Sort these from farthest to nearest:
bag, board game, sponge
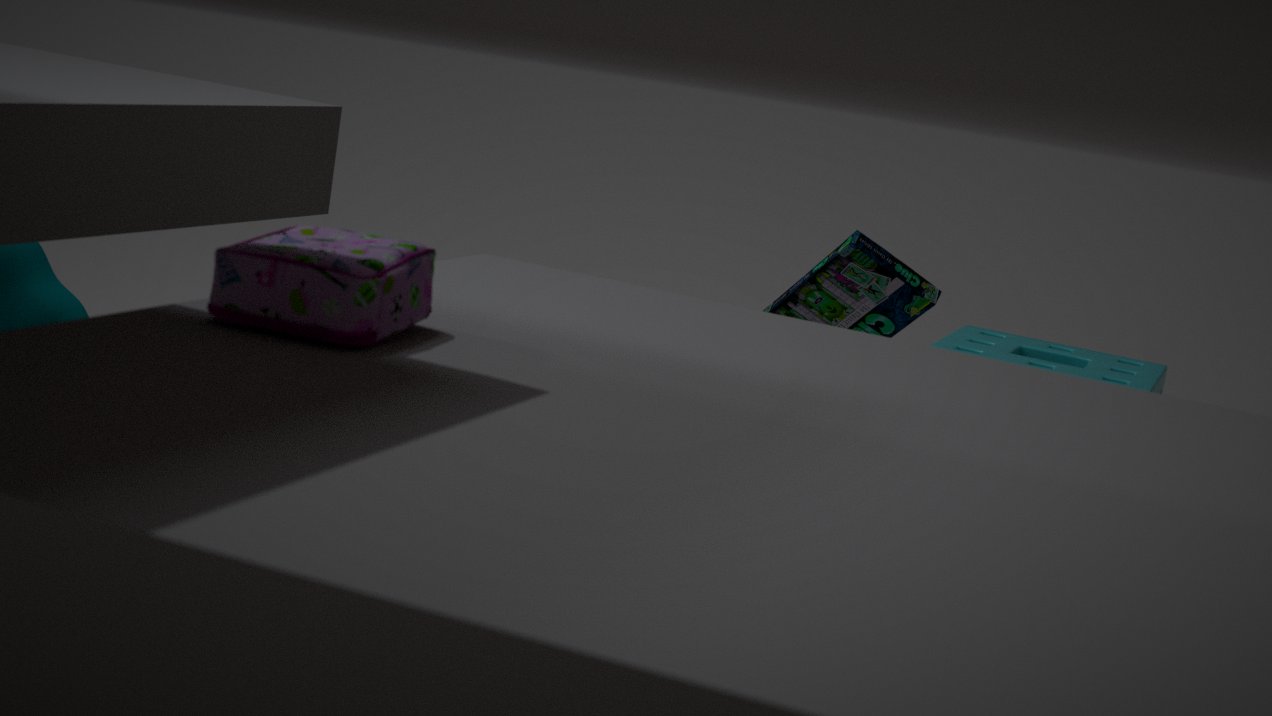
sponge < board game < bag
